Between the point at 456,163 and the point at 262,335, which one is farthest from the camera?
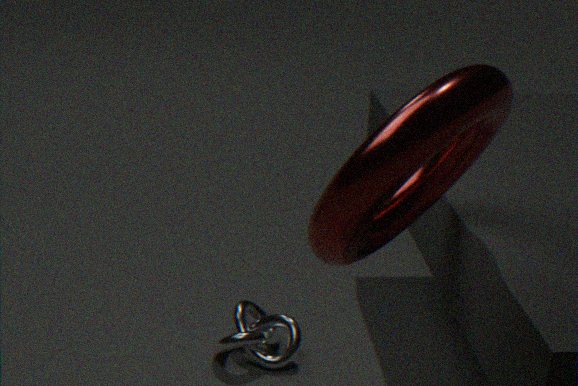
the point at 262,335
